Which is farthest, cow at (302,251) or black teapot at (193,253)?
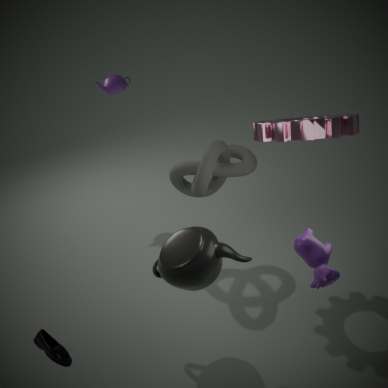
black teapot at (193,253)
